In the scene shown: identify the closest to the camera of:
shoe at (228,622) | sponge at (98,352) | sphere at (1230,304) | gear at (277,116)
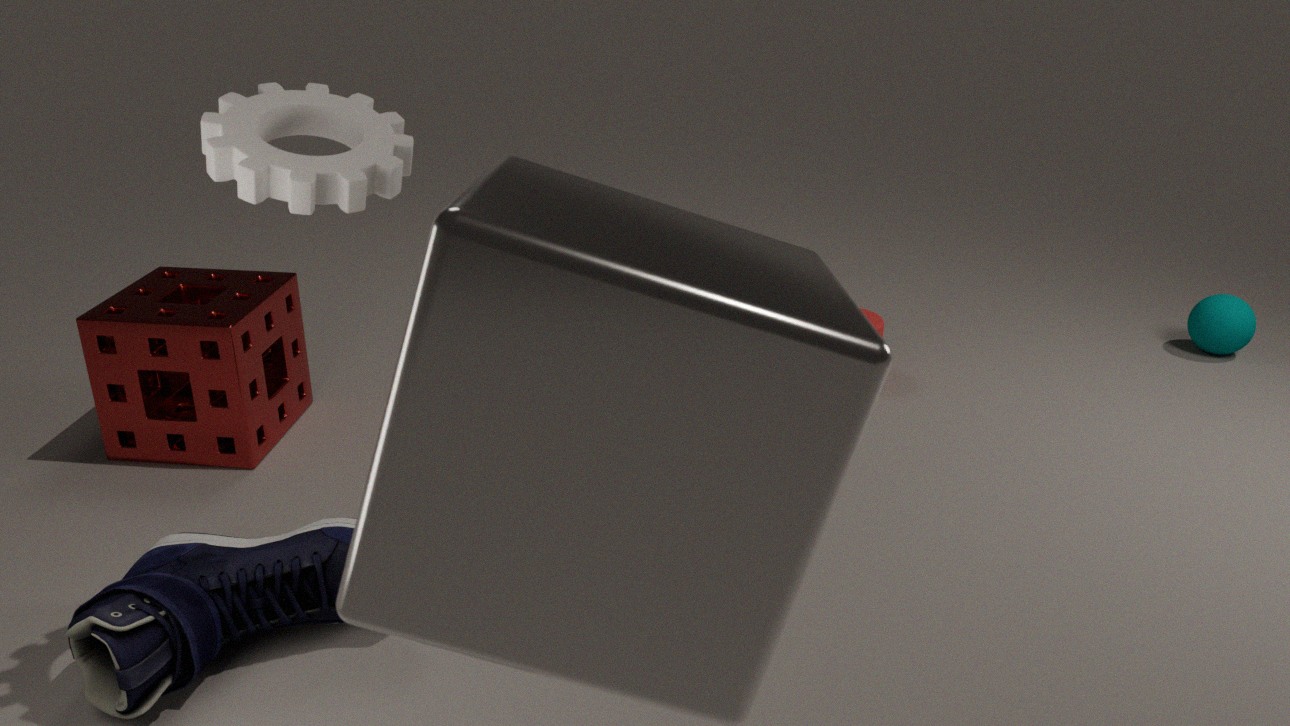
gear at (277,116)
